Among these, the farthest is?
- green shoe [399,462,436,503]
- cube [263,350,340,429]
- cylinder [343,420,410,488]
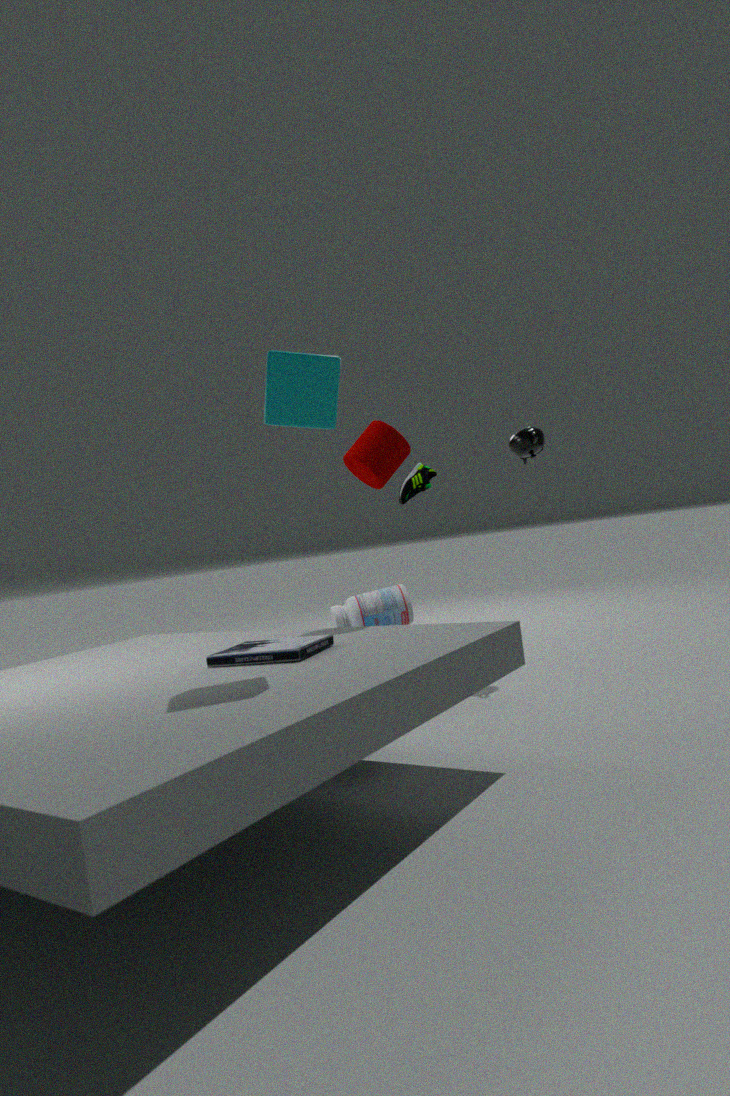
green shoe [399,462,436,503]
